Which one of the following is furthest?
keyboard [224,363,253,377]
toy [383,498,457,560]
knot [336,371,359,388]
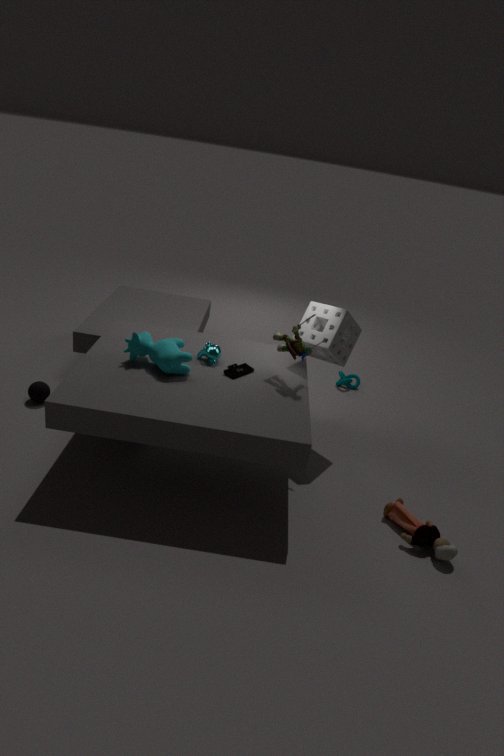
knot [336,371,359,388]
